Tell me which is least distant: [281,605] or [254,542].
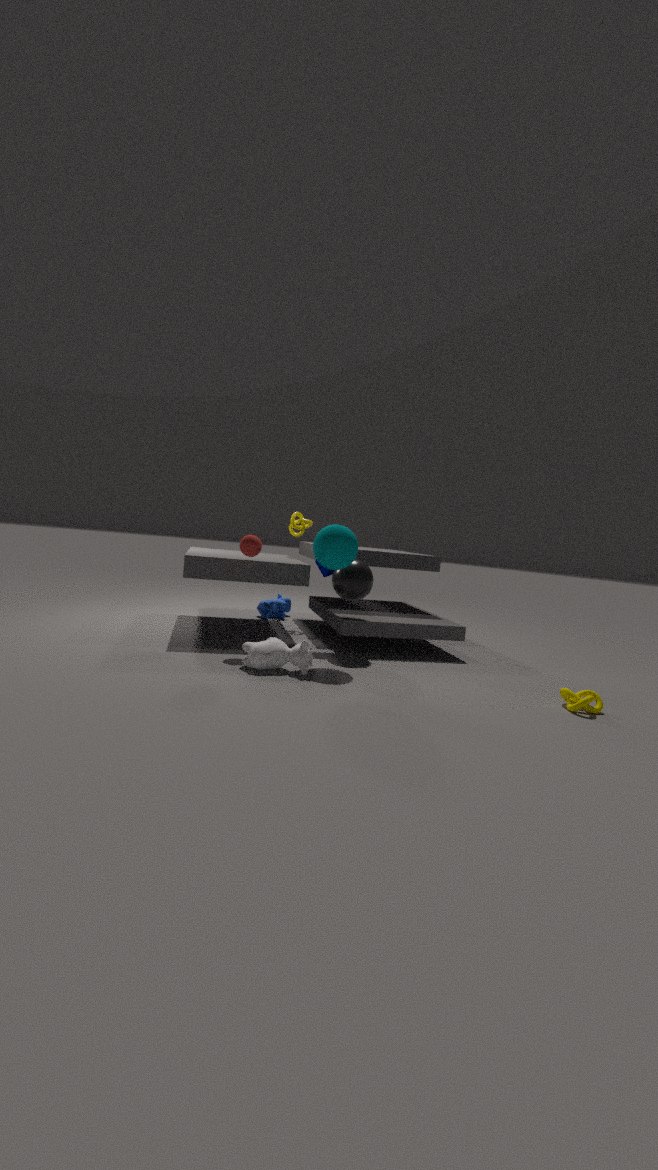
[254,542]
